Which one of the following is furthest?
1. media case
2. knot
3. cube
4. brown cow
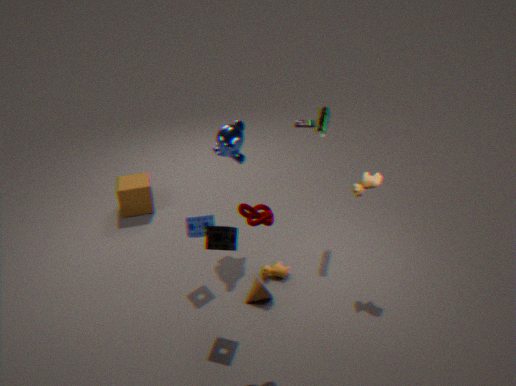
media case
